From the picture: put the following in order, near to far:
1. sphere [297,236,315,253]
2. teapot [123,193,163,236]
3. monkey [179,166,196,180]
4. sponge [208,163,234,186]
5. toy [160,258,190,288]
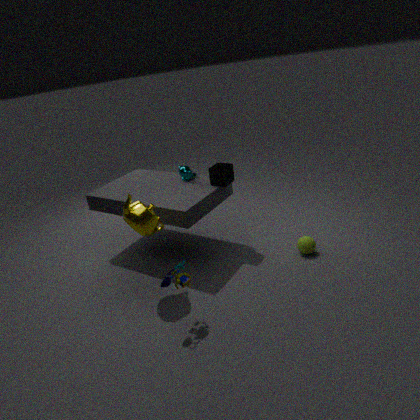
toy [160,258,190,288] < teapot [123,193,163,236] < sphere [297,236,315,253] < sponge [208,163,234,186] < monkey [179,166,196,180]
